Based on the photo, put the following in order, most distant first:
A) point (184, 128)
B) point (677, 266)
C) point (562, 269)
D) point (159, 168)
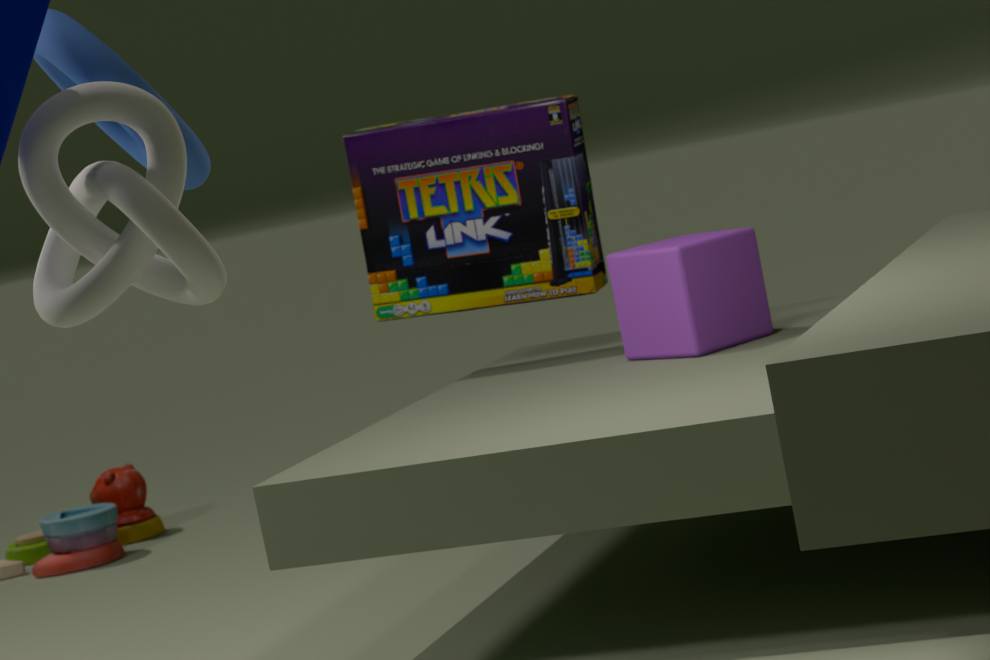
1. point (562, 269)
2. point (677, 266)
3. point (184, 128)
4. point (159, 168)
